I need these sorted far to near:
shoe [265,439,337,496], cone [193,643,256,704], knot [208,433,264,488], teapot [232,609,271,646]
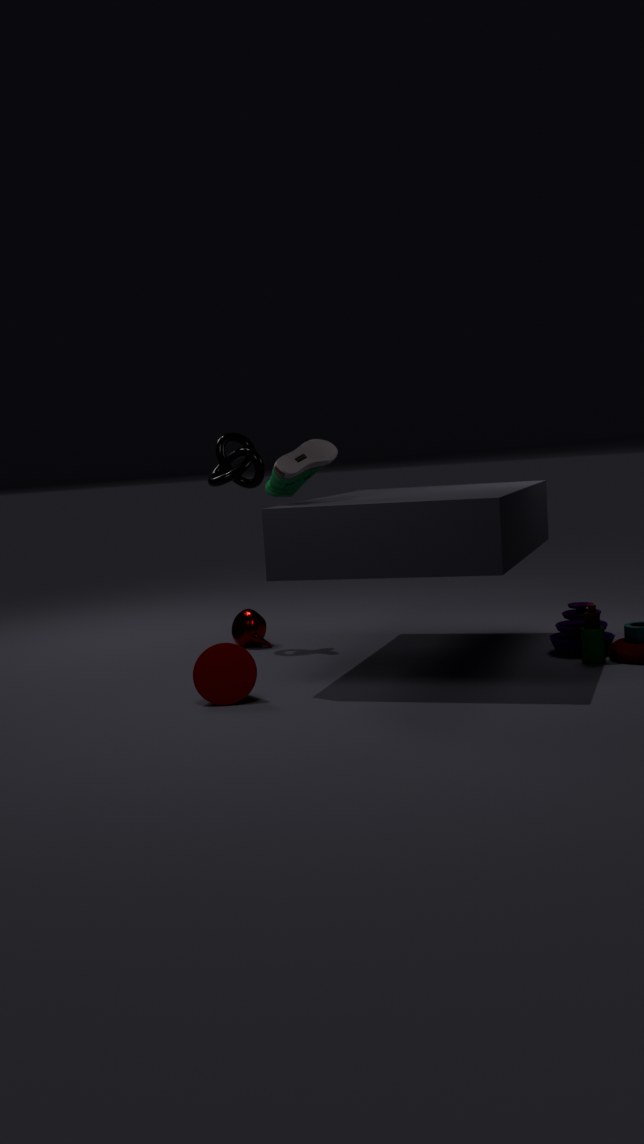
teapot [232,609,271,646] → knot [208,433,264,488] → shoe [265,439,337,496] → cone [193,643,256,704]
